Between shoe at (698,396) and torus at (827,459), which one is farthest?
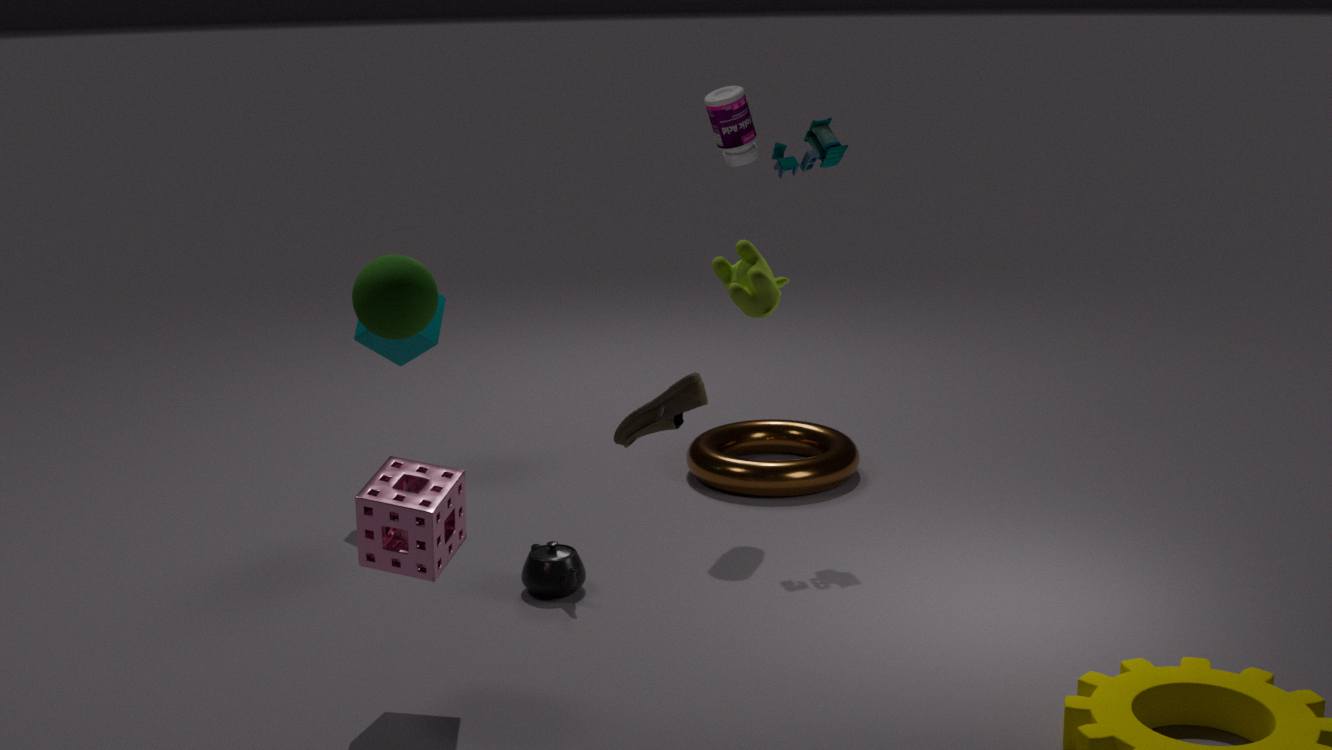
torus at (827,459)
